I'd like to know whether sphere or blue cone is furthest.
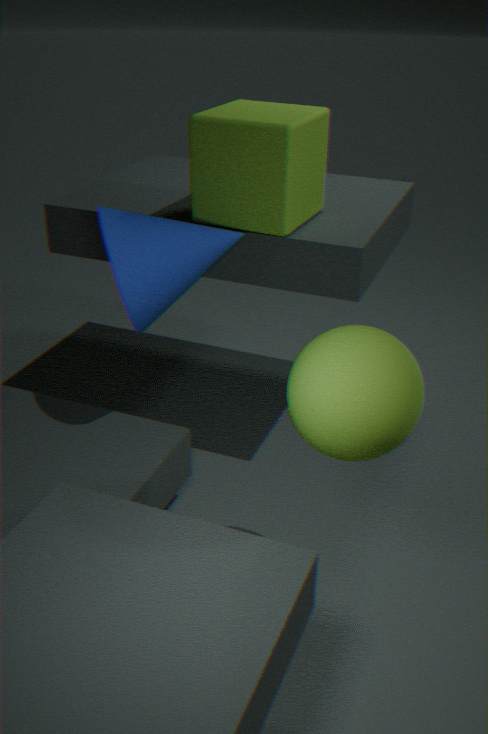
blue cone
